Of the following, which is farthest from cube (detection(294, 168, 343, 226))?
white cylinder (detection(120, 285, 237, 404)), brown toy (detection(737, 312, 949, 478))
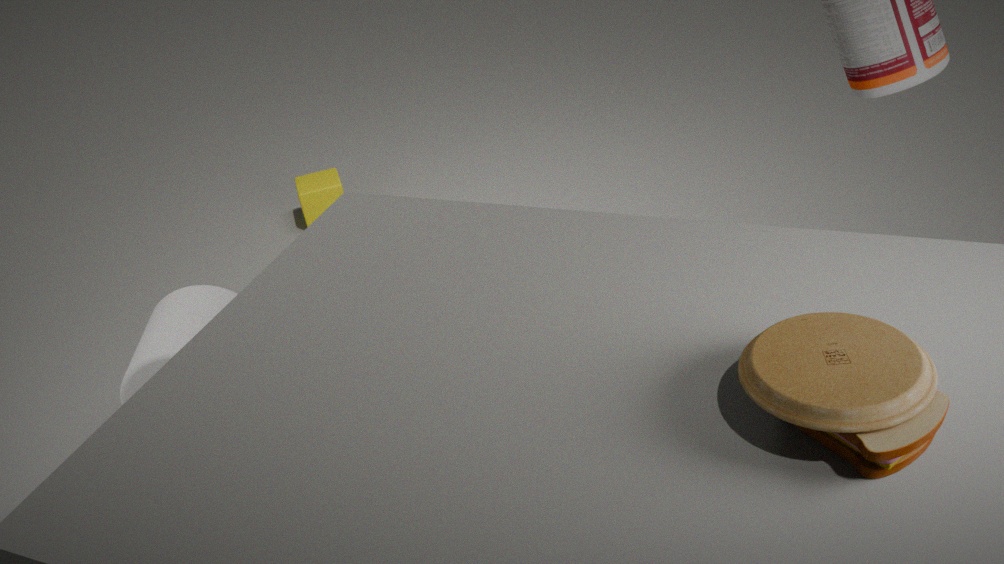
brown toy (detection(737, 312, 949, 478))
